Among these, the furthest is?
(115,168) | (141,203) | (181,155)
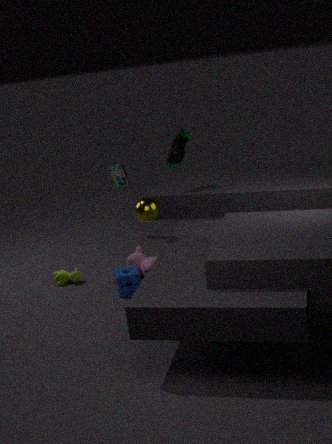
(115,168)
